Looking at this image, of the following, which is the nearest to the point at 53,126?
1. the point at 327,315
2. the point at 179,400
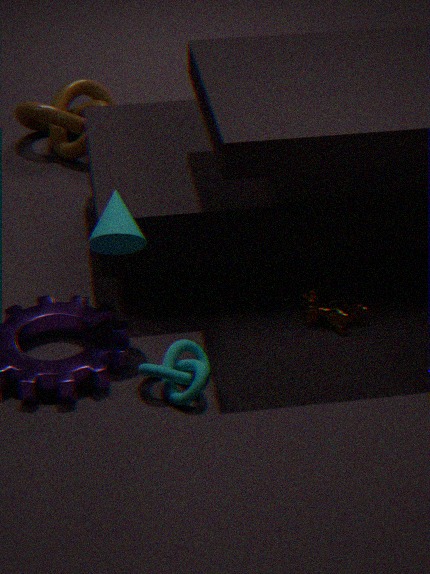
the point at 327,315
